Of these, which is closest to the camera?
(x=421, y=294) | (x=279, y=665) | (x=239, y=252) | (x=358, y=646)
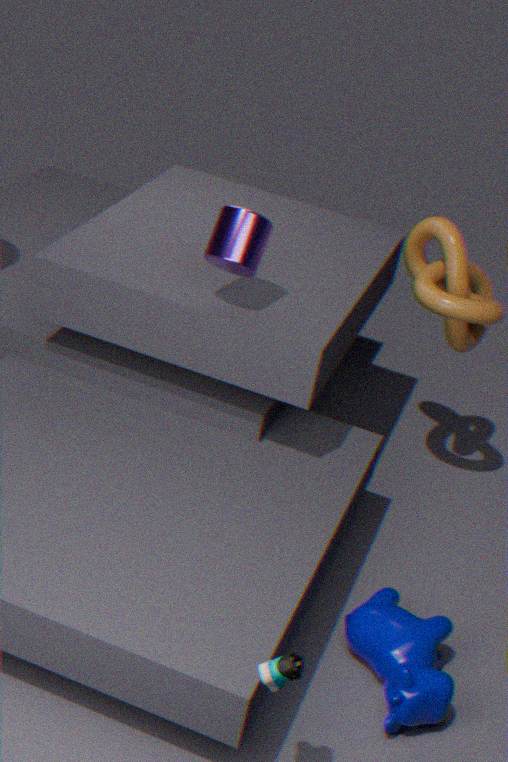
(x=279, y=665)
